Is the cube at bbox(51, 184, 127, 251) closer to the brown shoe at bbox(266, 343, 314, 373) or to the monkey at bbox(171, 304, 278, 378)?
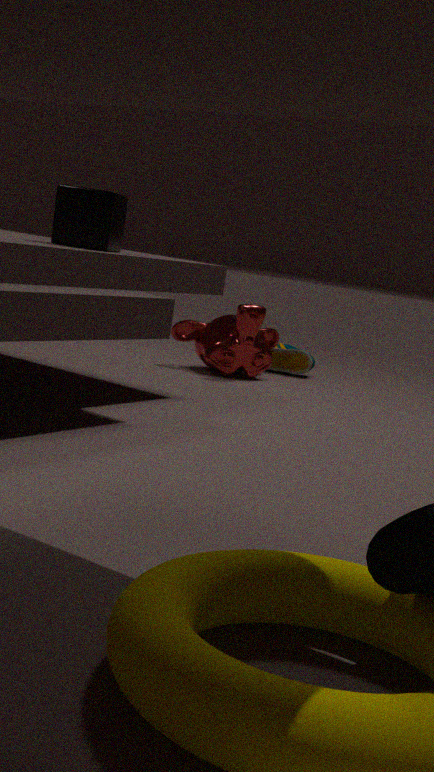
the monkey at bbox(171, 304, 278, 378)
